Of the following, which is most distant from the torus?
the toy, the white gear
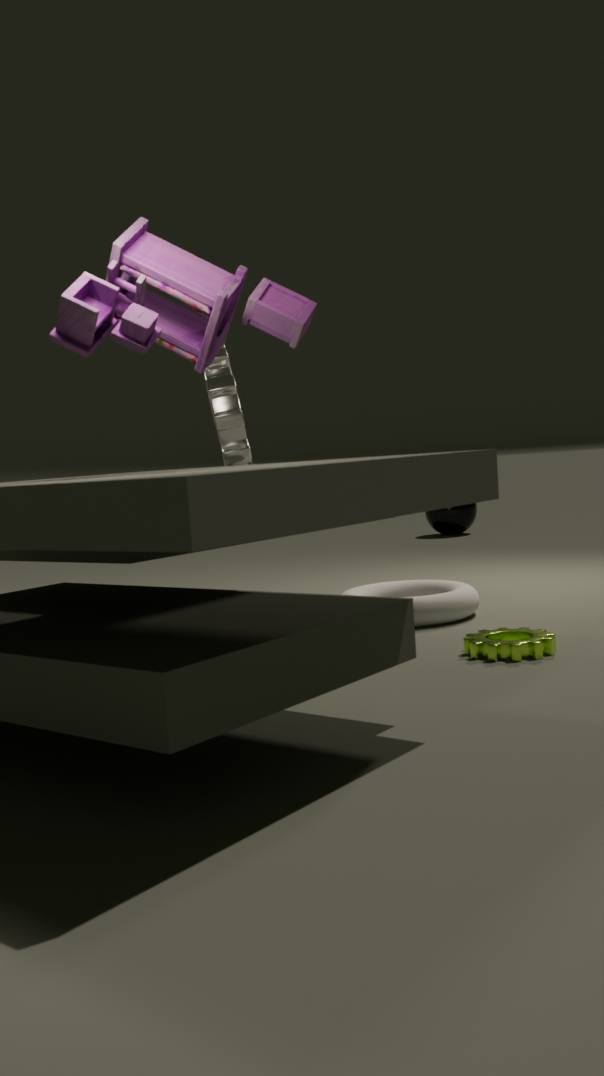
the toy
